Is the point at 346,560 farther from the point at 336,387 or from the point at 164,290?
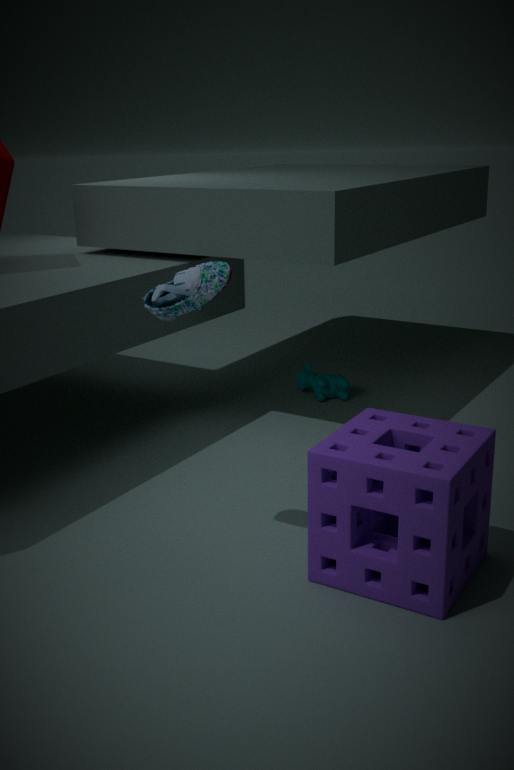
the point at 336,387
